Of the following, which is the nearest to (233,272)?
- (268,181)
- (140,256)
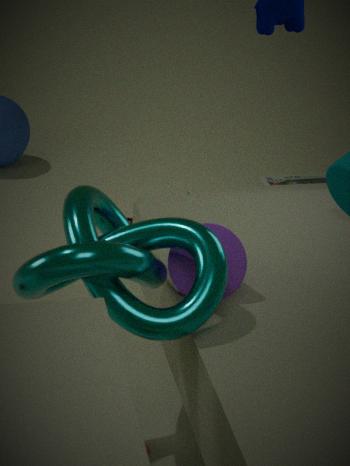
(140,256)
